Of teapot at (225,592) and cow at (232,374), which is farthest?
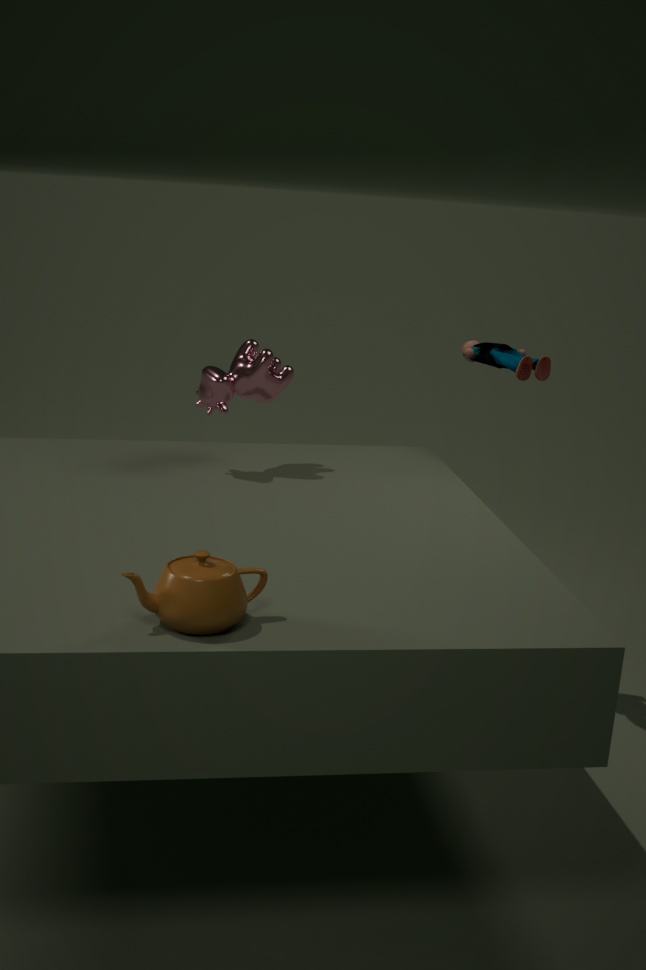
cow at (232,374)
